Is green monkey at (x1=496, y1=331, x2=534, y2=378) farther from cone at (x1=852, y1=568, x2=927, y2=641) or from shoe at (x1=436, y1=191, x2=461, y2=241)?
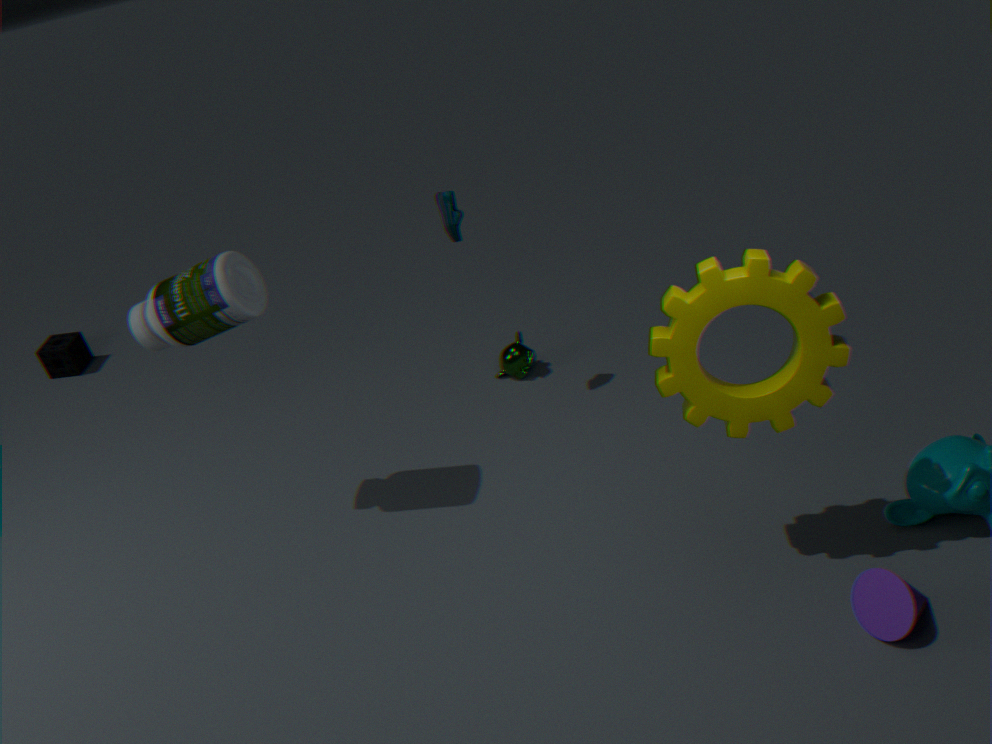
cone at (x1=852, y1=568, x2=927, y2=641)
